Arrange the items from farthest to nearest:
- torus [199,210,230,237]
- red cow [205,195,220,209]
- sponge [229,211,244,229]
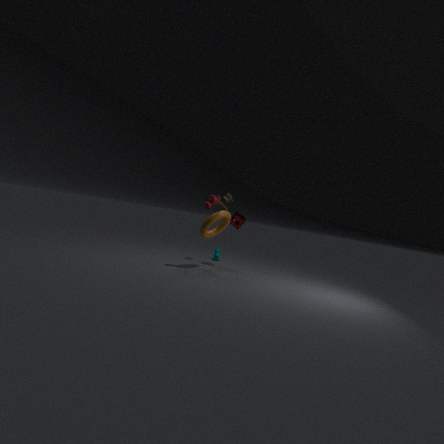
1. sponge [229,211,244,229]
2. torus [199,210,230,237]
3. red cow [205,195,220,209]
